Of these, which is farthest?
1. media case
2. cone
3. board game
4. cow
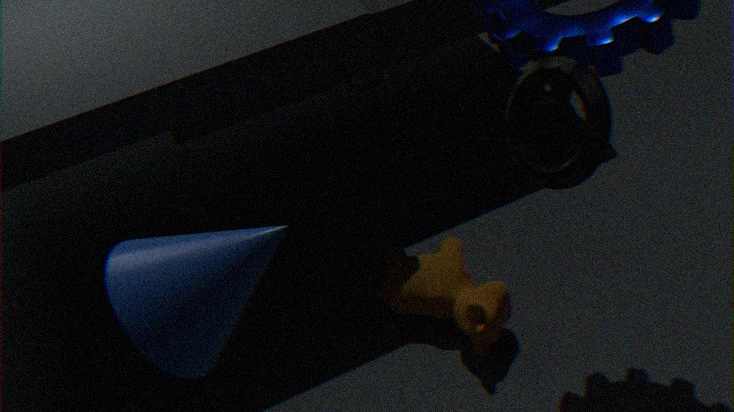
board game
